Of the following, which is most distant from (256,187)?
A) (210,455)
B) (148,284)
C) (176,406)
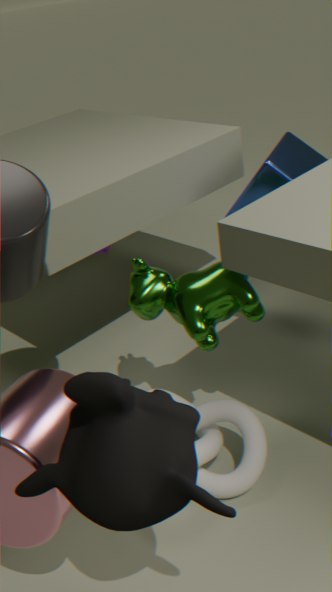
(176,406)
